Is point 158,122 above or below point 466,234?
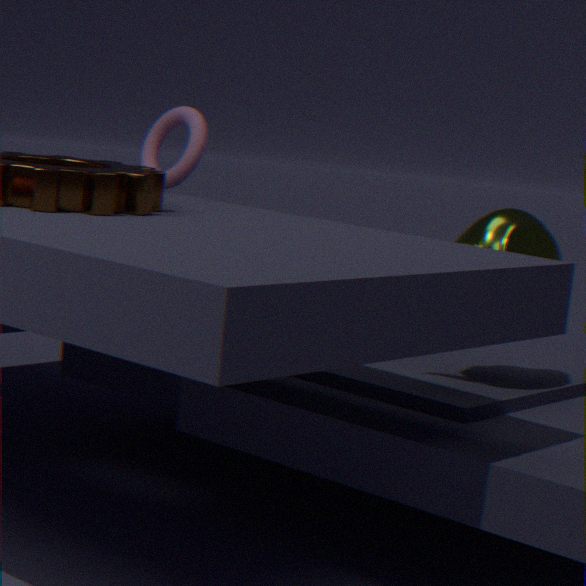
above
